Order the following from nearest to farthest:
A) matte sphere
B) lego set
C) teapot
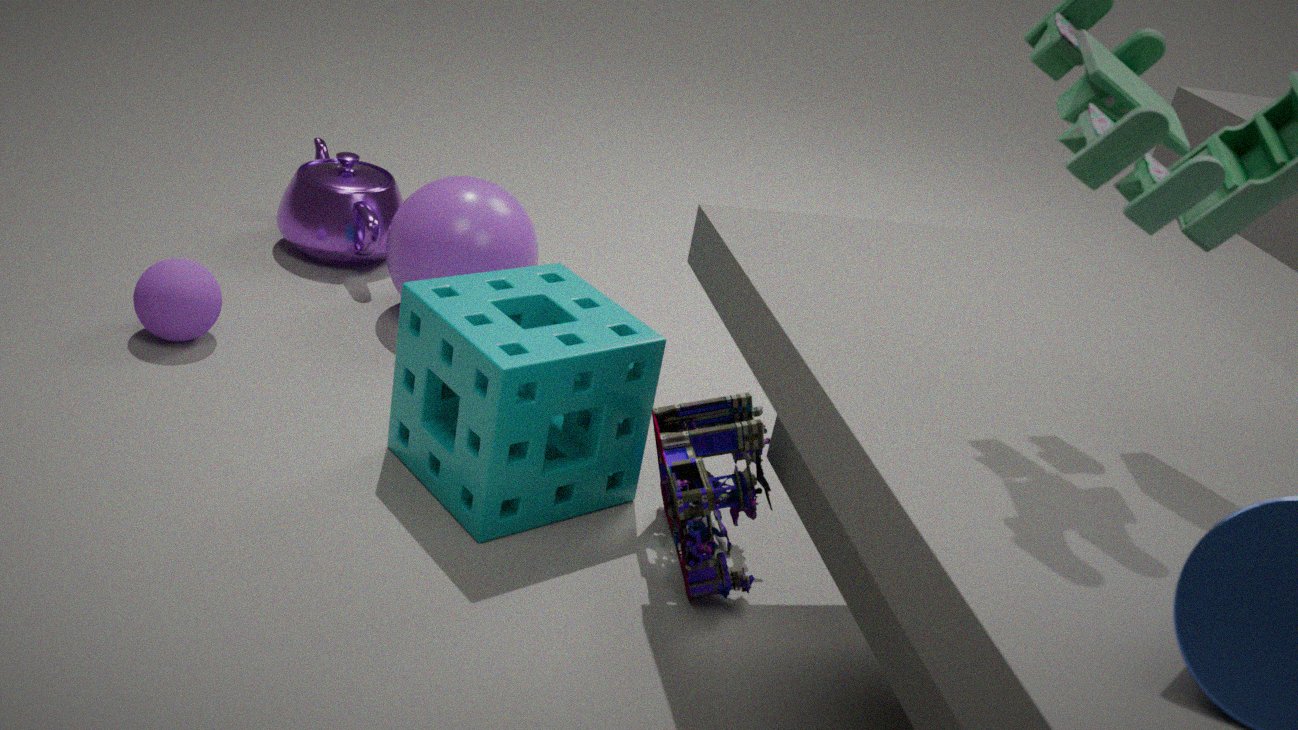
lego set, matte sphere, teapot
